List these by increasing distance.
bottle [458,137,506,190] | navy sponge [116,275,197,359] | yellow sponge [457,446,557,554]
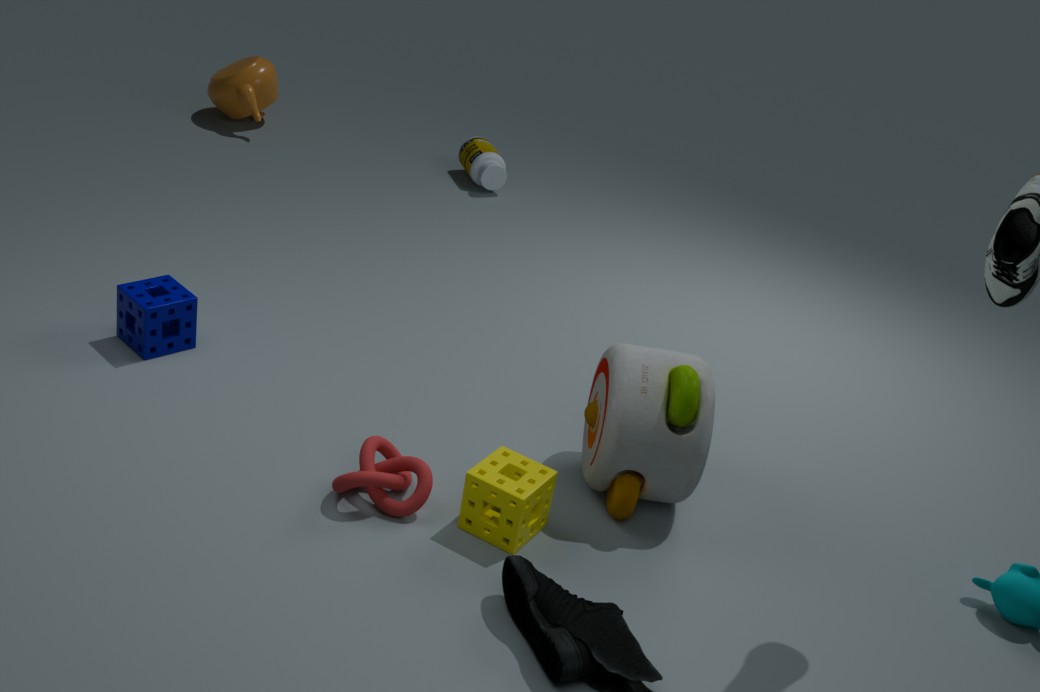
yellow sponge [457,446,557,554] → navy sponge [116,275,197,359] → bottle [458,137,506,190]
